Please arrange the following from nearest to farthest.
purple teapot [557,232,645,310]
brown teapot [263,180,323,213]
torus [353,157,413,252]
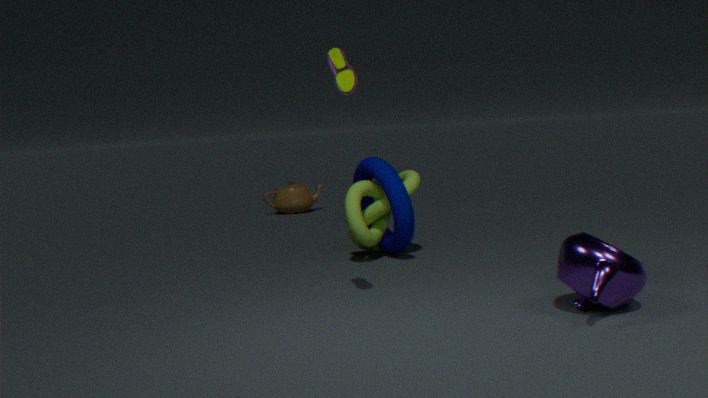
purple teapot [557,232,645,310], torus [353,157,413,252], brown teapot [263,180,323,213]
